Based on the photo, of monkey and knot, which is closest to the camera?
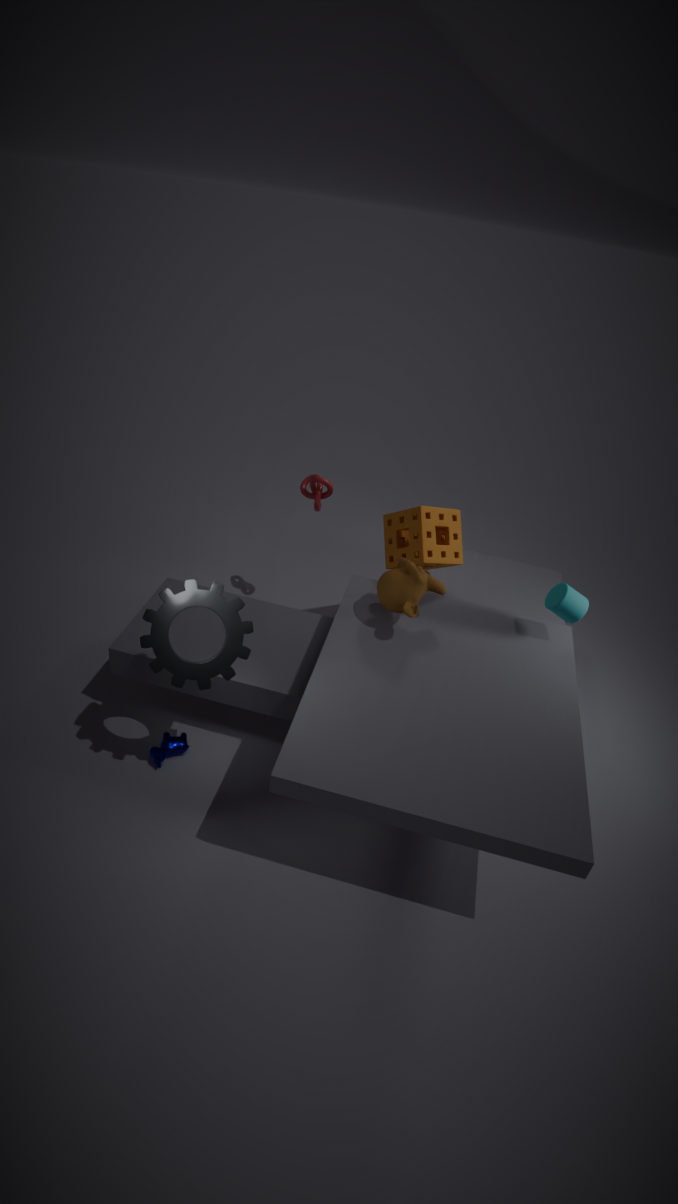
monkey
